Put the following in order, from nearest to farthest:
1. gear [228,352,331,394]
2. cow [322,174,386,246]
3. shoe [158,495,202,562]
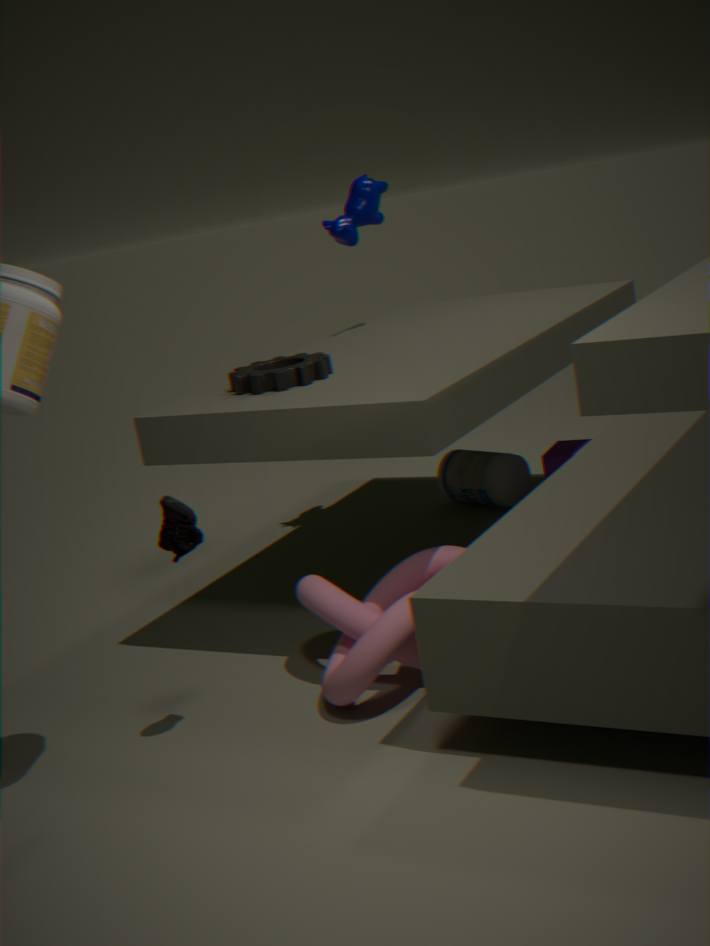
1. shoe [158,495,202,562]
2. gear [228,352,331,394]
3. cow [322,174,386,246]
